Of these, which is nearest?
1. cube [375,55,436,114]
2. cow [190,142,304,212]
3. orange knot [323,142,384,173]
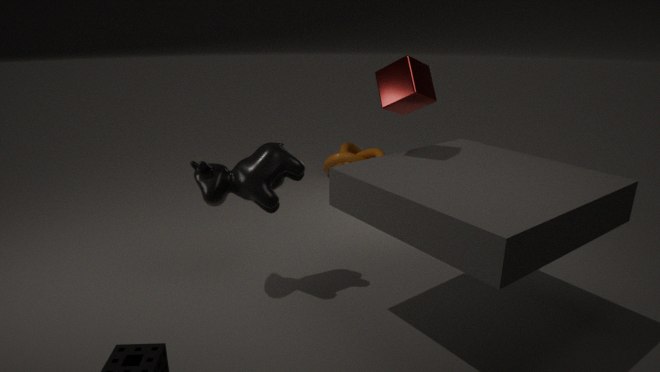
cube [375,55,436,114]
